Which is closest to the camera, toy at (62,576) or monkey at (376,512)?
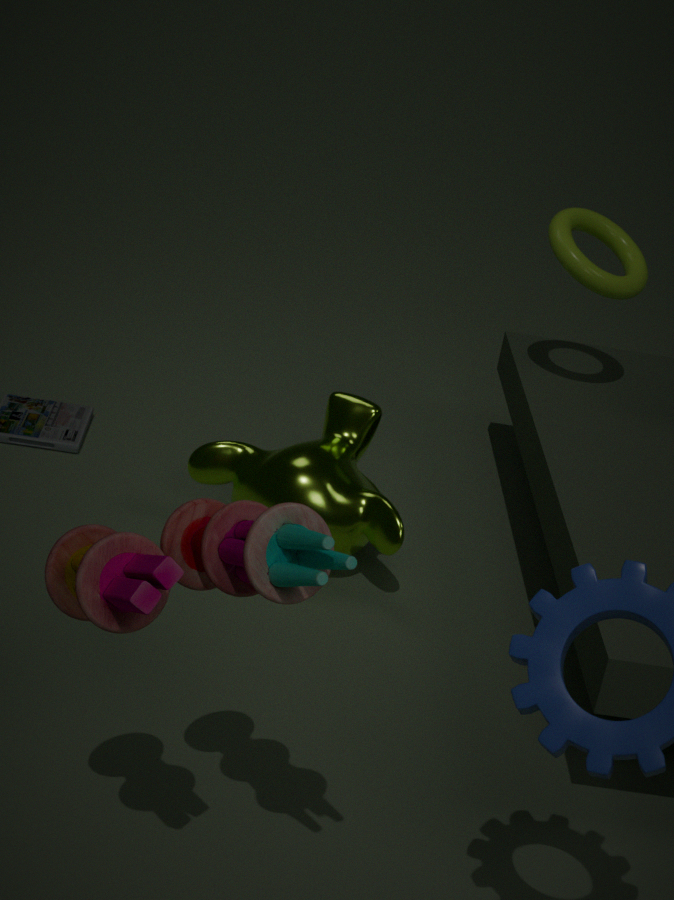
toy at (62,576)
